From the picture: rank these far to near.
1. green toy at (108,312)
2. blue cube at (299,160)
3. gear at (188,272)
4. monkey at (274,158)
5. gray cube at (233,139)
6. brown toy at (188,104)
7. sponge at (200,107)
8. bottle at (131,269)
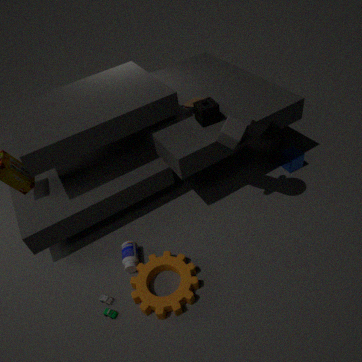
blue cube at (299,160) → brown toy at (188,104) → sponge at (200,107) → bottle at (131,269) → gray cube at (233,139) → monkey at (274,158) → green toy at (108,312) → gear at (188,272)
